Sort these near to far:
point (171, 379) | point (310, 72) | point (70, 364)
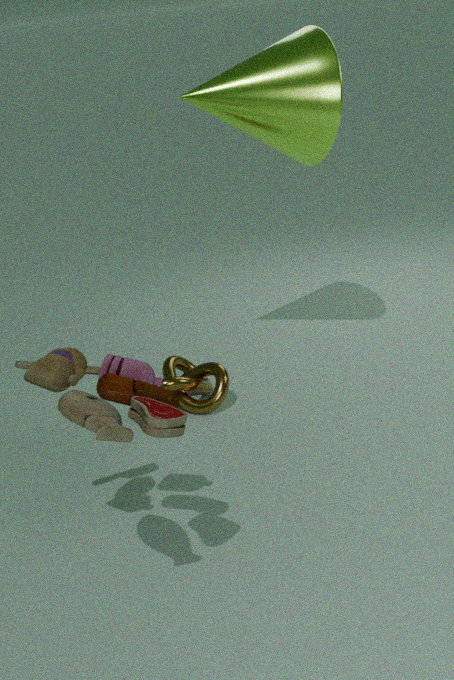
1. point (70, 364)
2. point (310, 72)
3. point (171, 379)
